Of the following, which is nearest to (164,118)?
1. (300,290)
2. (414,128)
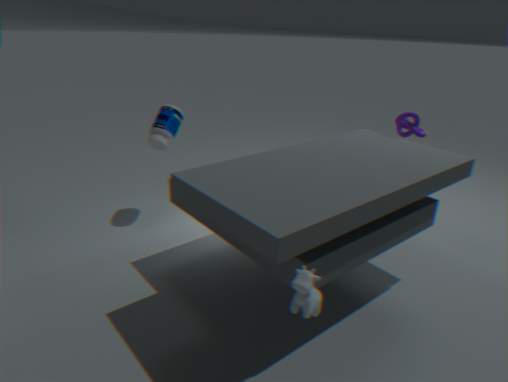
(414,128)
